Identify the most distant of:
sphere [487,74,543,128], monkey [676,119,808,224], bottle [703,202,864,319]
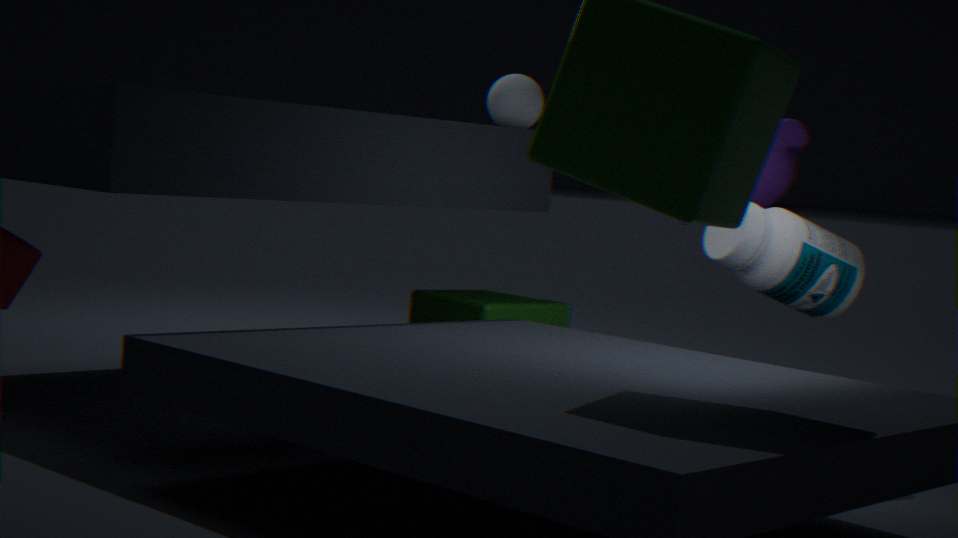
sphere [487,74,543,128]
